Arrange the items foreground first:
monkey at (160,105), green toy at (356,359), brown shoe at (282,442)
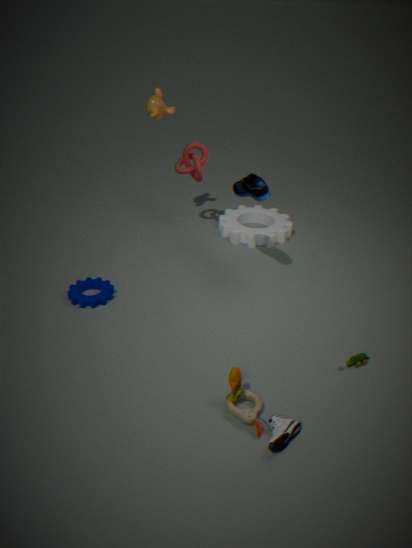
brown shoe at (282,442) < green toy at (356,359) < monkey at (160,105)
